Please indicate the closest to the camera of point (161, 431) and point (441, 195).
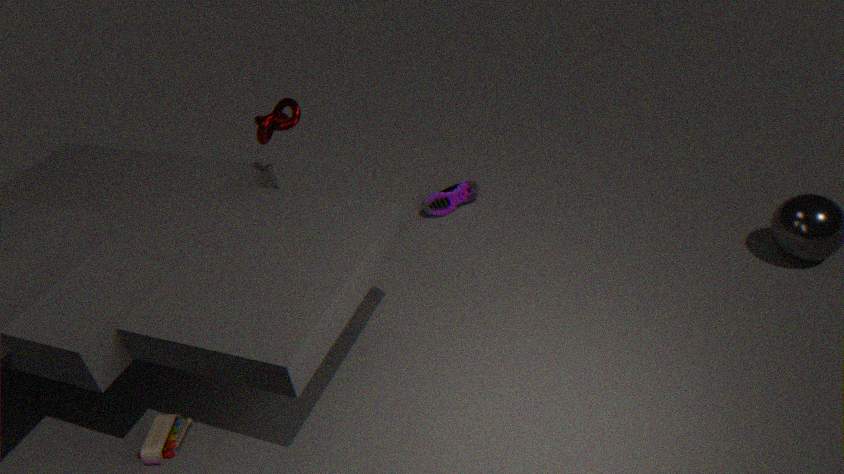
point (161, 431)
